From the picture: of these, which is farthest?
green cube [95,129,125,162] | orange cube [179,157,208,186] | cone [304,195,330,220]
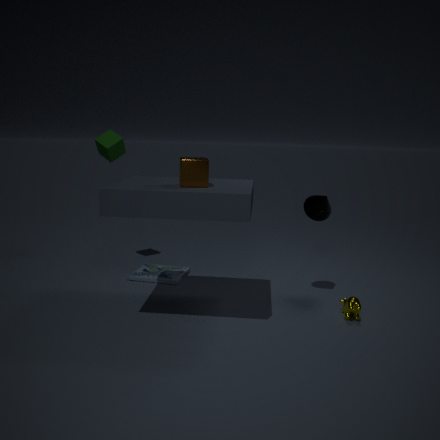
green cube [95,129,125,162]
